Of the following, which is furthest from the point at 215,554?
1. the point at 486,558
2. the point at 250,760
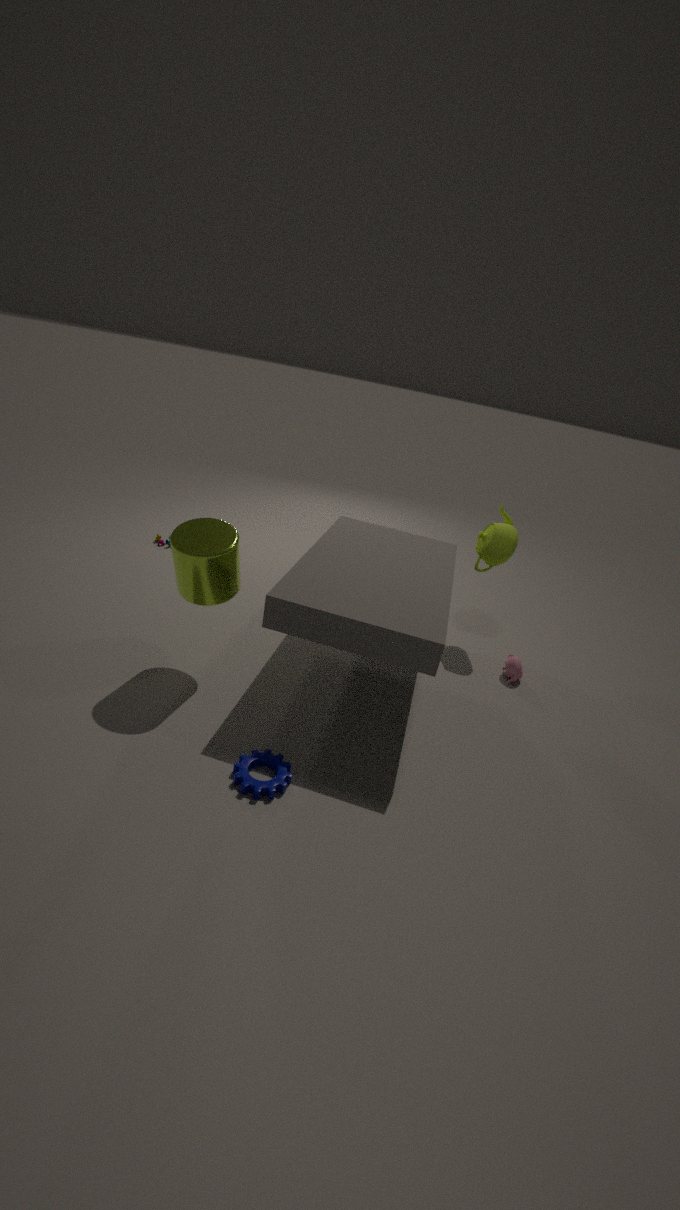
the point at 486,558
